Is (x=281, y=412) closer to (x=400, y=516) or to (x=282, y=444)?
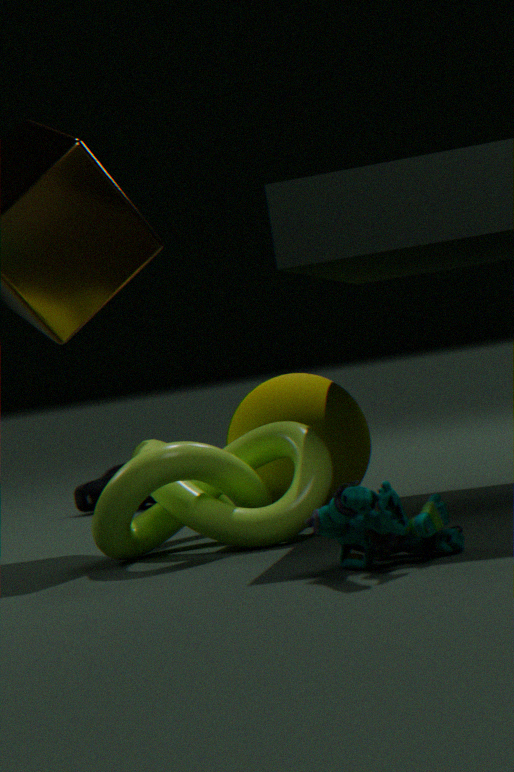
(x=282, y=444)
